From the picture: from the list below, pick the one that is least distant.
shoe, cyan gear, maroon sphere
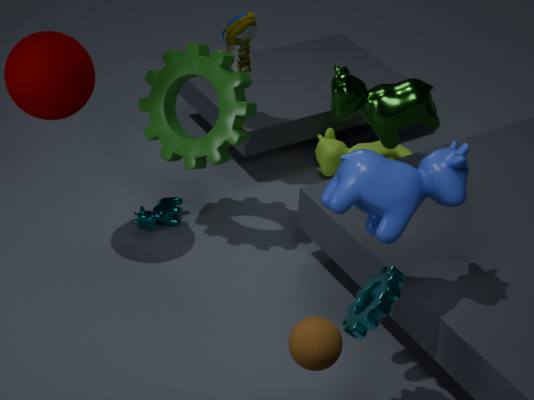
cyan gear
